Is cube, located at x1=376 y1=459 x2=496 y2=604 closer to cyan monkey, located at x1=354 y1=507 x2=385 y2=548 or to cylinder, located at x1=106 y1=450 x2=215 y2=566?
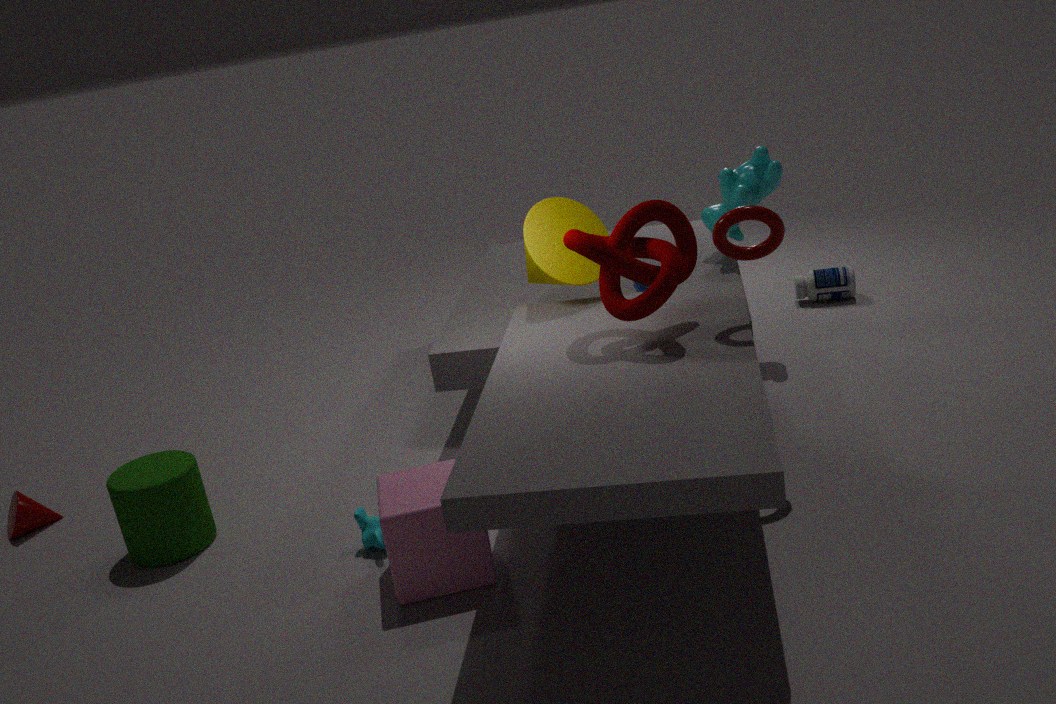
cyan monkey, located at x1=354 y1=507 x2=385 y2=548
